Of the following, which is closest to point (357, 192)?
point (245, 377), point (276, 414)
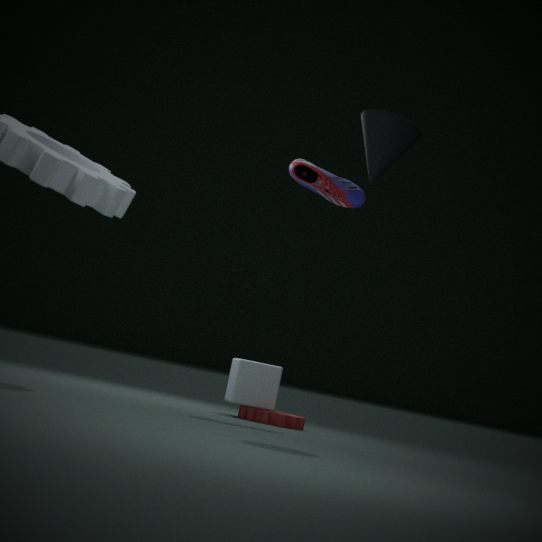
point (245, 377)
